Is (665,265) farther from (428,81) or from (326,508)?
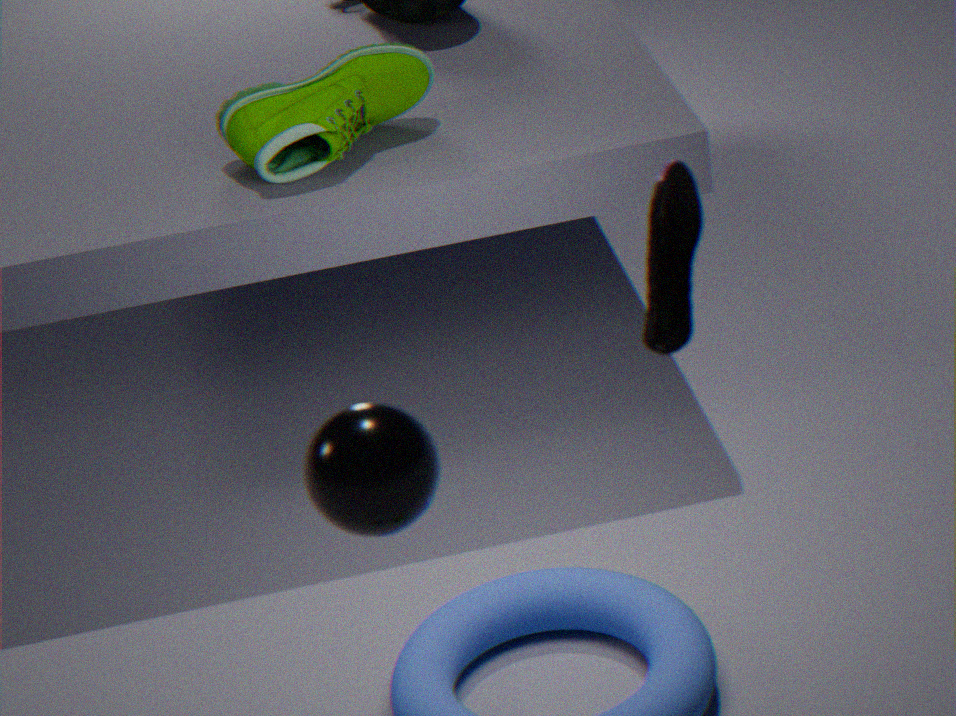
(428,81)
